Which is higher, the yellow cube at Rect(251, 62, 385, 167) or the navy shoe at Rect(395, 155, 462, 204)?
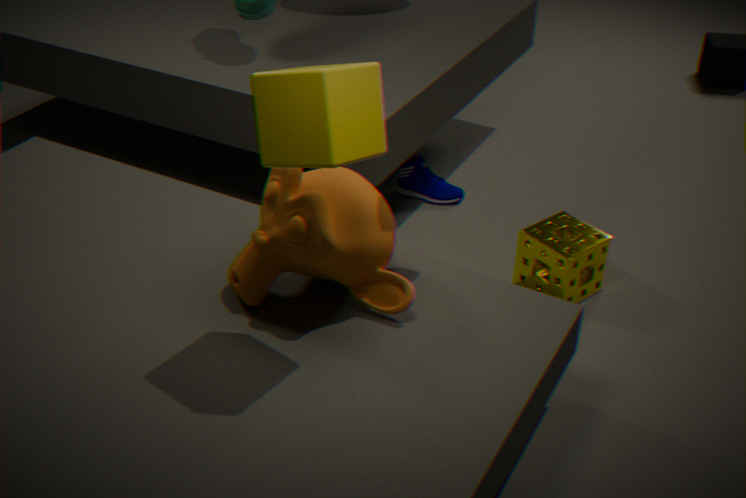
the yellow cube at Rect(251, 62, 385, 167)
